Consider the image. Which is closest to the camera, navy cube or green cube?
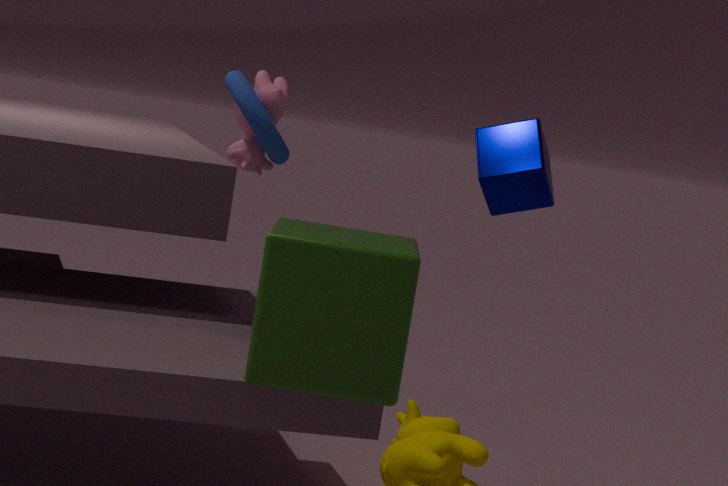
green cube
